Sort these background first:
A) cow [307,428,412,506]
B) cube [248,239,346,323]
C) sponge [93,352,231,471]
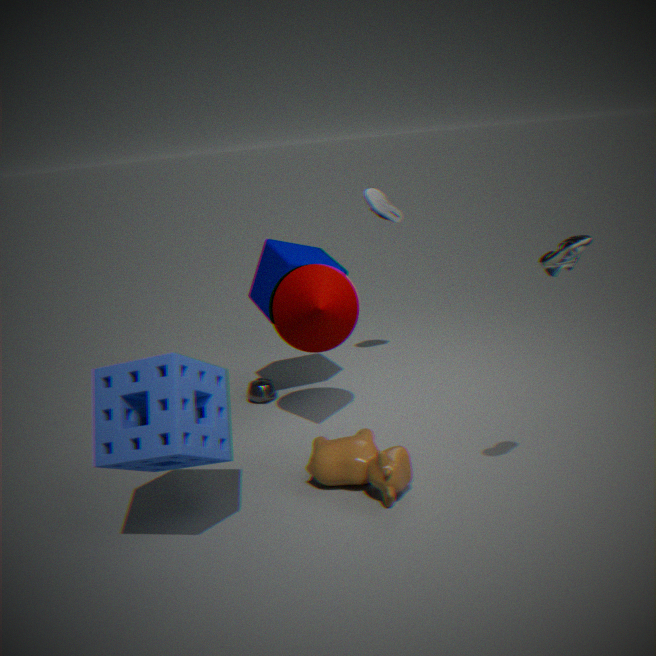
cube [248,239,346,323] → cow [307,428,412,506] → sponge [93,352,231,471]
